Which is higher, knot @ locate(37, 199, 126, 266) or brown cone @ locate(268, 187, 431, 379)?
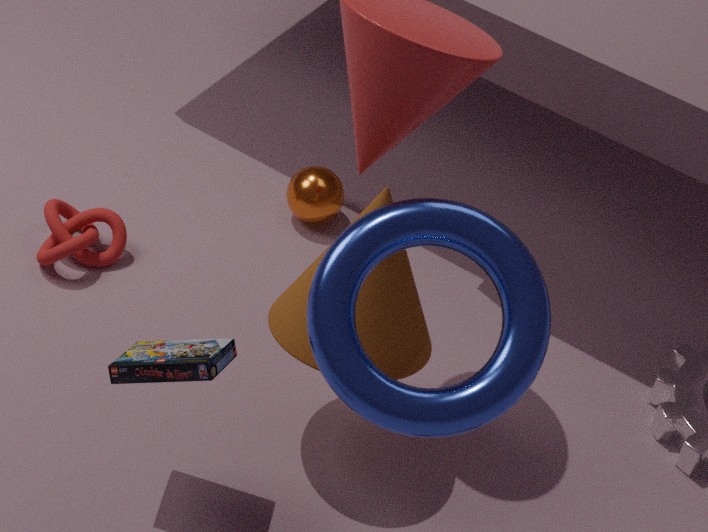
brown cone @ locate(268, 187, 431, 379)
